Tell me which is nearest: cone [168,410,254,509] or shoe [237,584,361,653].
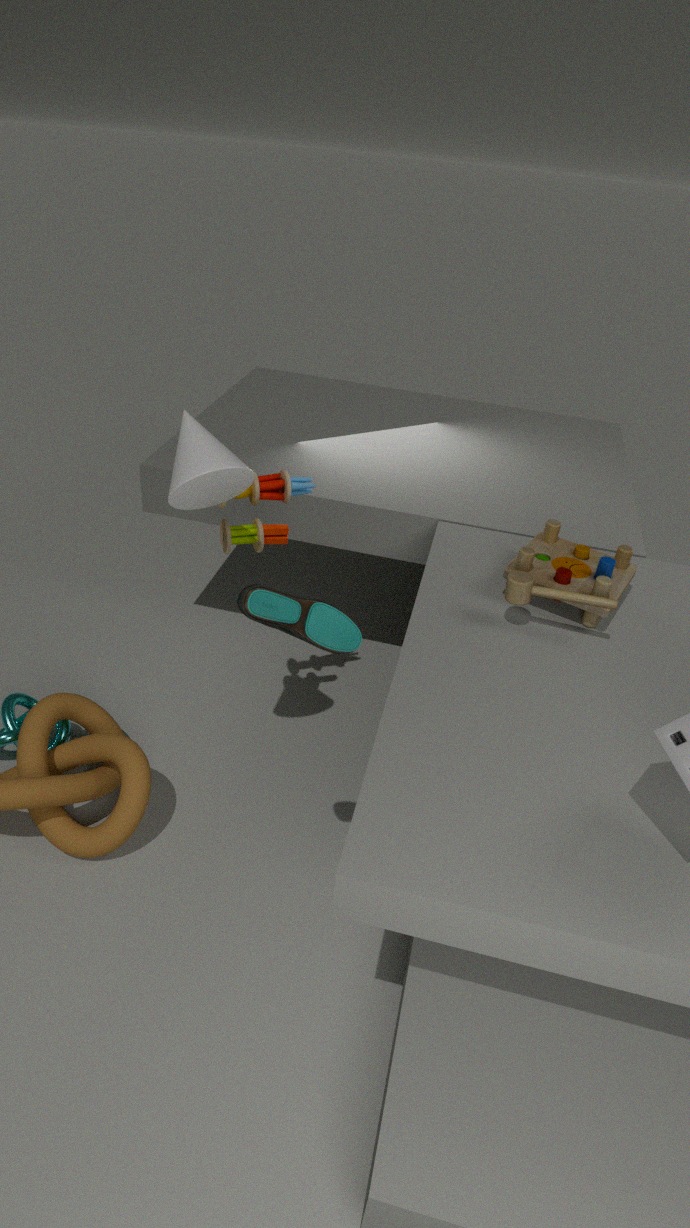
shoe [237,584,361,653]
